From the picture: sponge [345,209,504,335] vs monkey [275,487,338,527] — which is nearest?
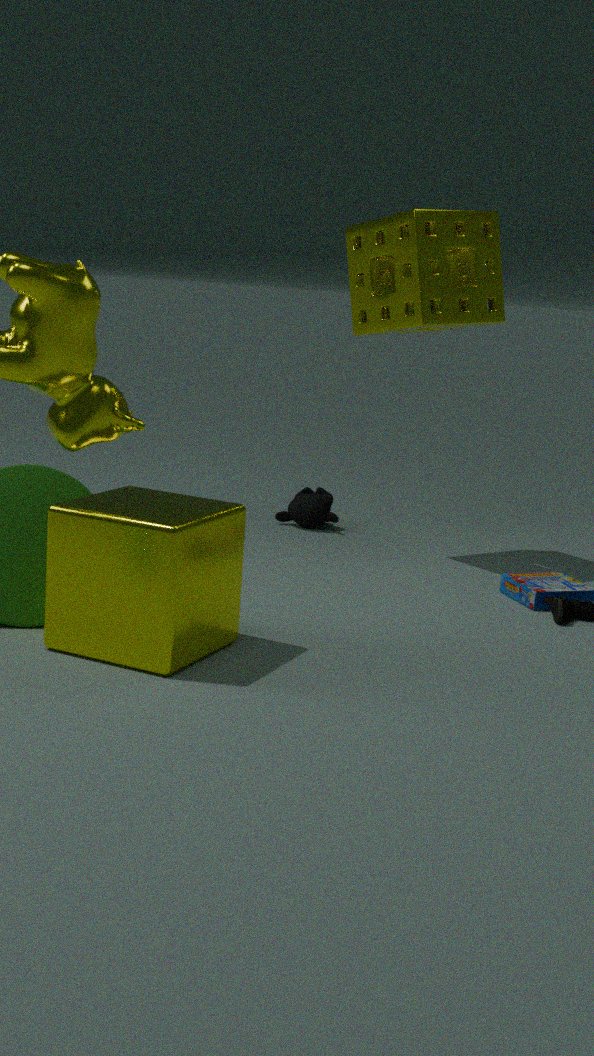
sponge [345,209,504,335]
